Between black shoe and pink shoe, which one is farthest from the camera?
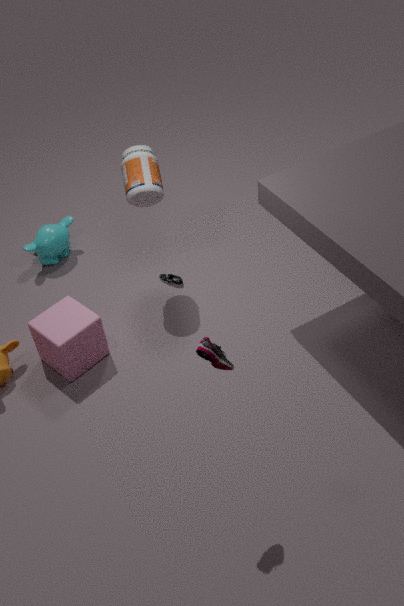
black shoe
